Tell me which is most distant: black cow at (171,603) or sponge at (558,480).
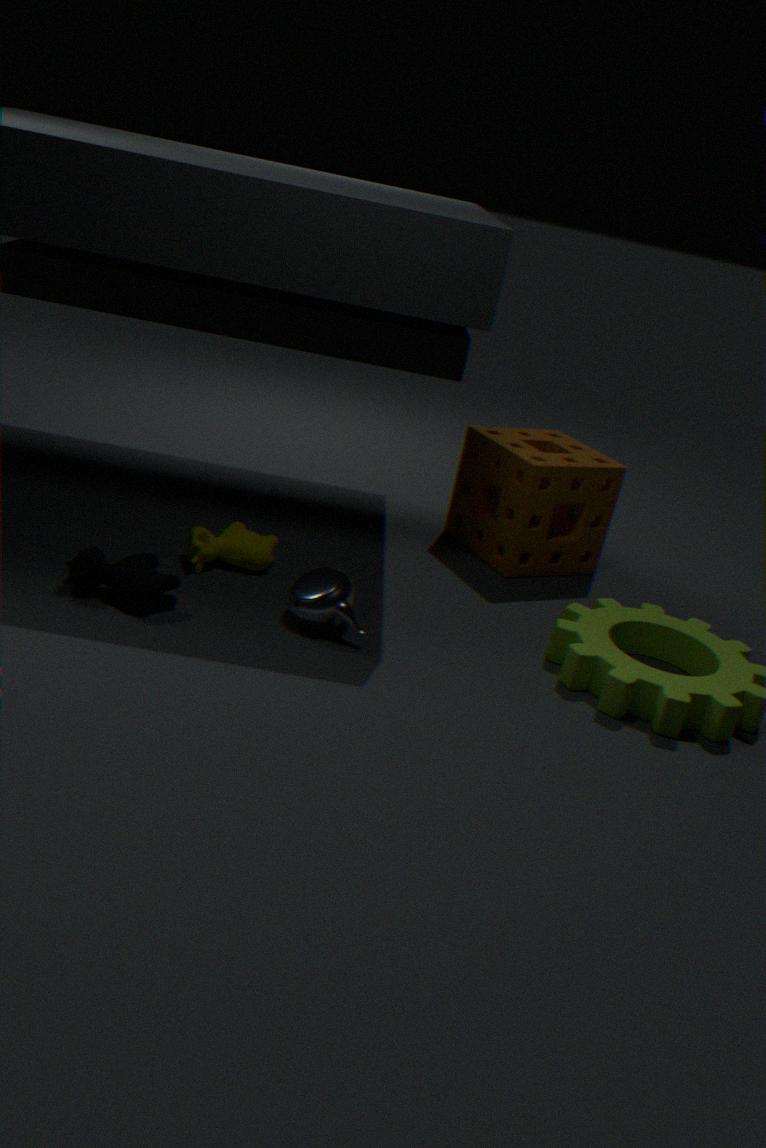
sponge at (558,480)
